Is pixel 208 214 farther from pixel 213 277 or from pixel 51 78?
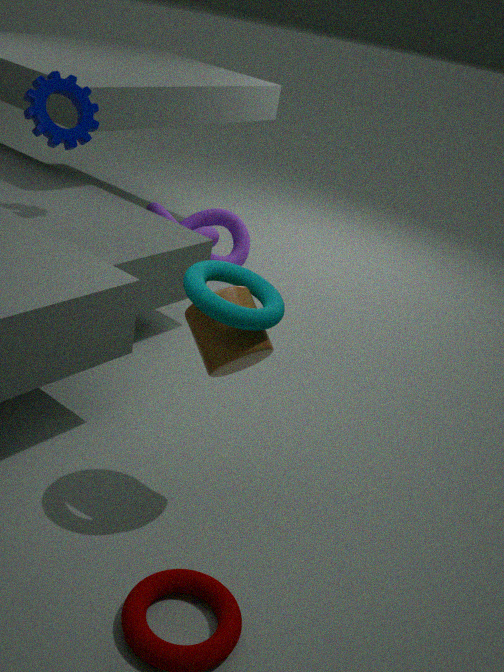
pixel 213 277
